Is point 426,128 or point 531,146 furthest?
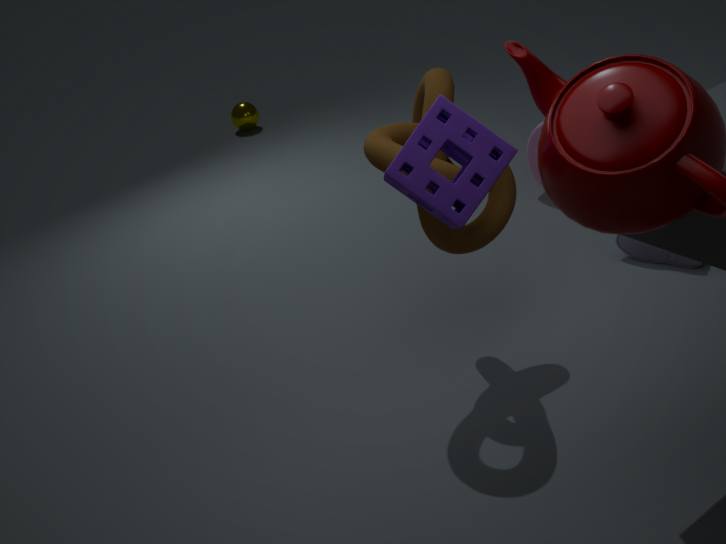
point 531,146
